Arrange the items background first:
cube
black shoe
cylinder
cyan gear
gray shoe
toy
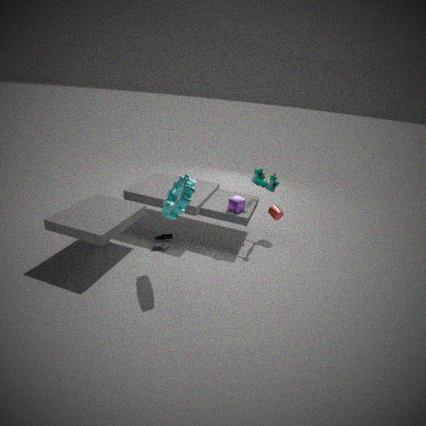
cylinder < black shoe < toy < gray shoe < cube < cyan gear
